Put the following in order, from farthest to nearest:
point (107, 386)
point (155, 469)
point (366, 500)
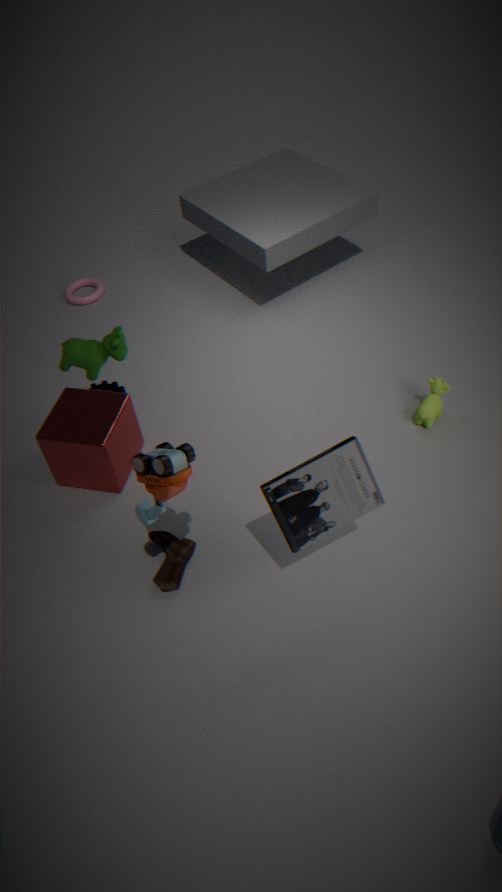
point (107, 386) < point (366, 500) < point (155, 469)
